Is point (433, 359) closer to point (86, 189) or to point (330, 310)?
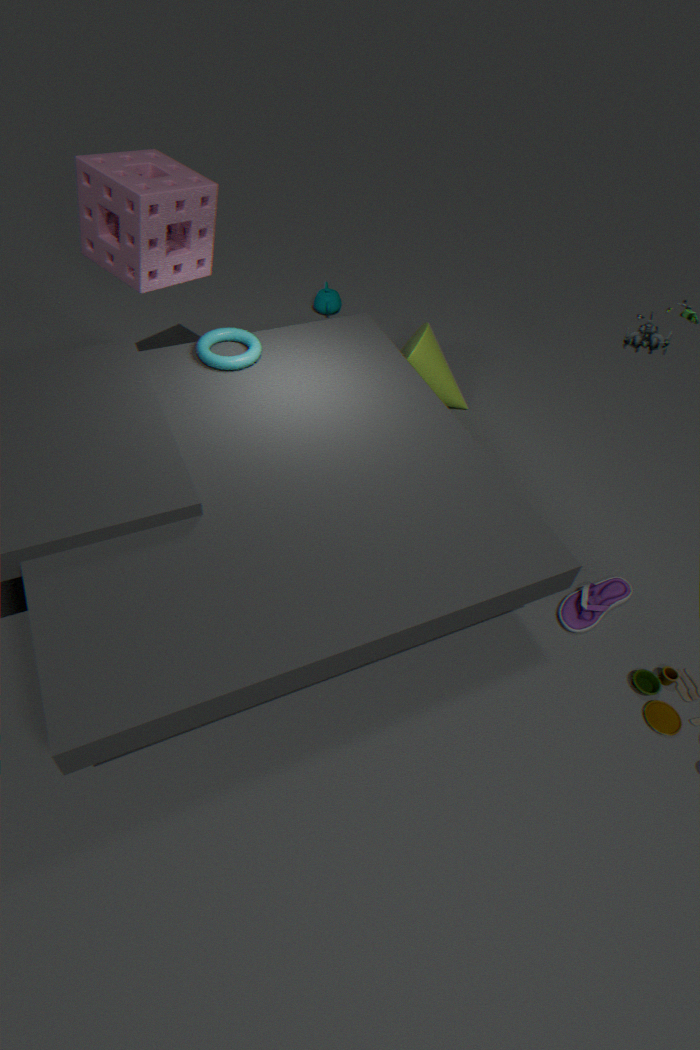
point (330, 310)
